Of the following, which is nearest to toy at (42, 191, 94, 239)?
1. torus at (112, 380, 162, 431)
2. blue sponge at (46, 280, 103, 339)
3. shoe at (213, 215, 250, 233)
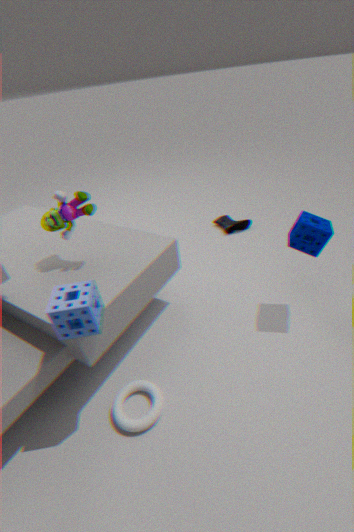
blue sponge at (46, 280, 103, 339)
